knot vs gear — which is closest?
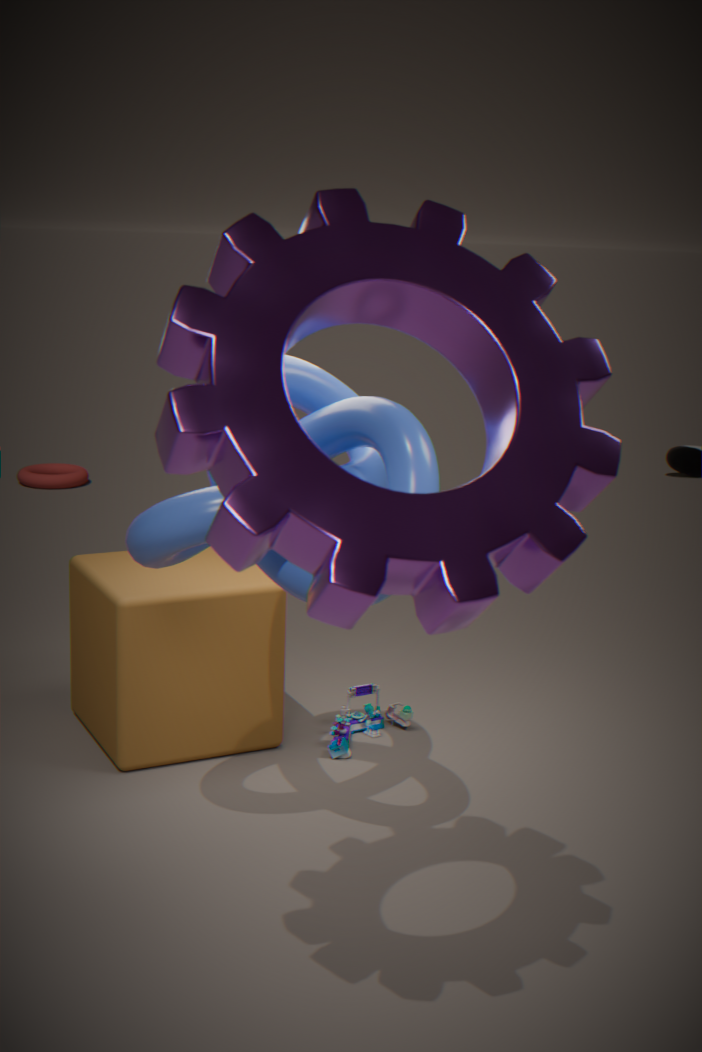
gear
